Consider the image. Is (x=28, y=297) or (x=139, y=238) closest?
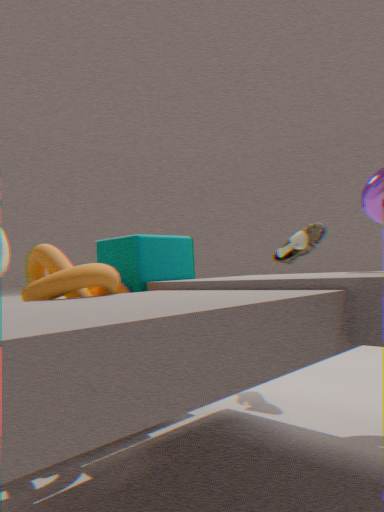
(x=28, y=297)
